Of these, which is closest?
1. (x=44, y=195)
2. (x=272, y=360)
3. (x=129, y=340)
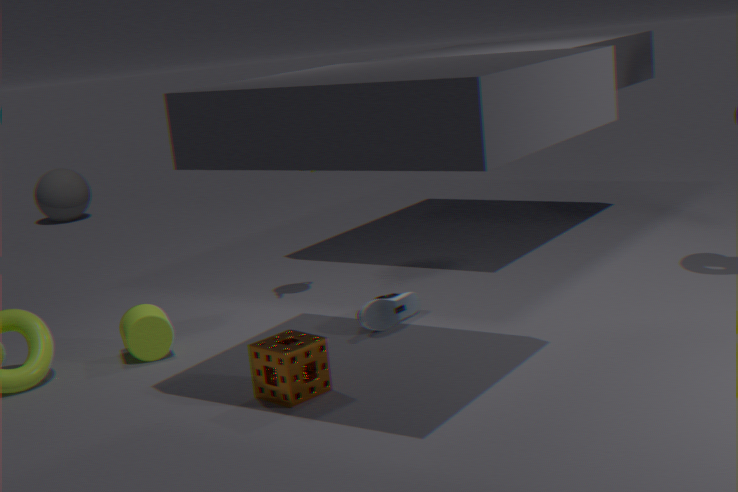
(x=272, y=360)
